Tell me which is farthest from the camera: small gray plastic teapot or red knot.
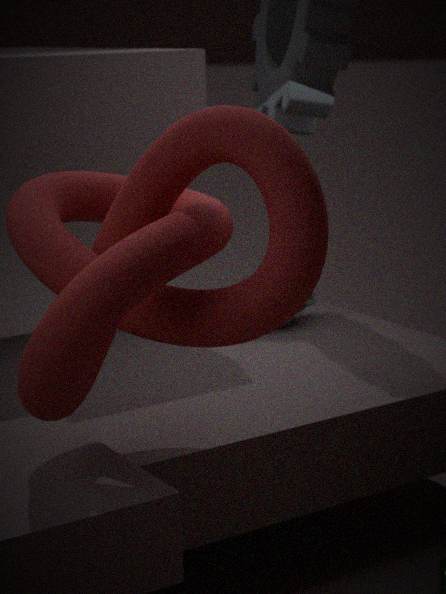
small gray plastic teapot
